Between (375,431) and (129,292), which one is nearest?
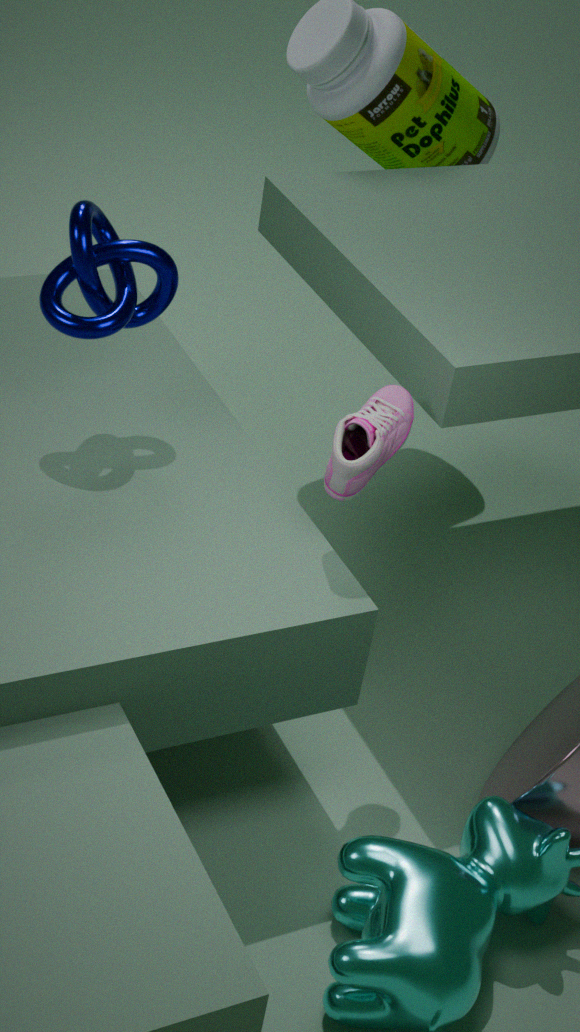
(375,431)
